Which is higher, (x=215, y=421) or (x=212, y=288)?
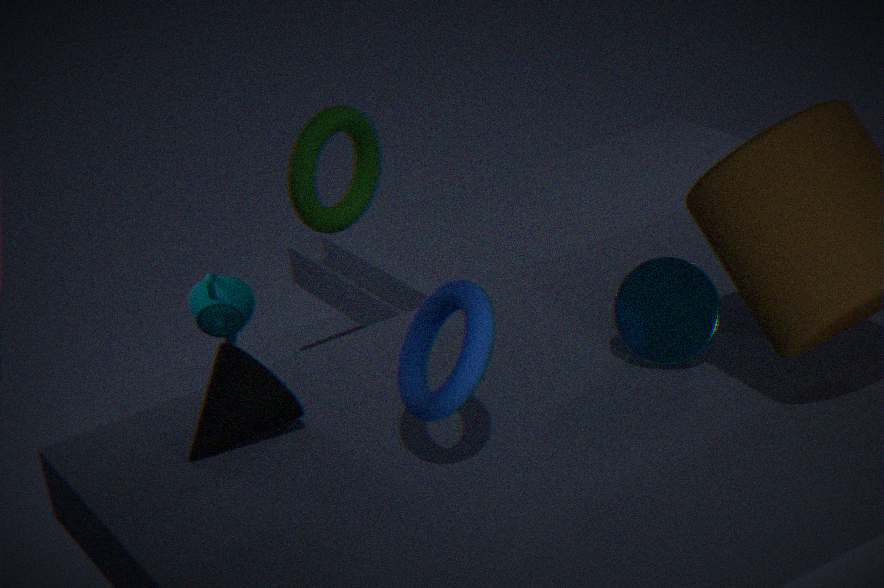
(x=215, y=421)
